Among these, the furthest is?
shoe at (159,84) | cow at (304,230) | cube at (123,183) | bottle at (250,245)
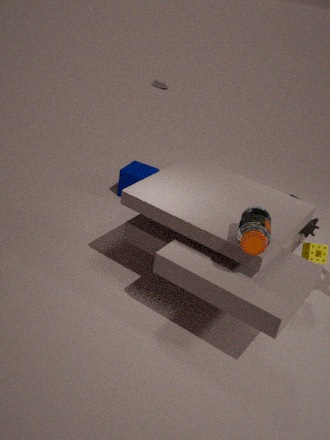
shoe at (159,84)
